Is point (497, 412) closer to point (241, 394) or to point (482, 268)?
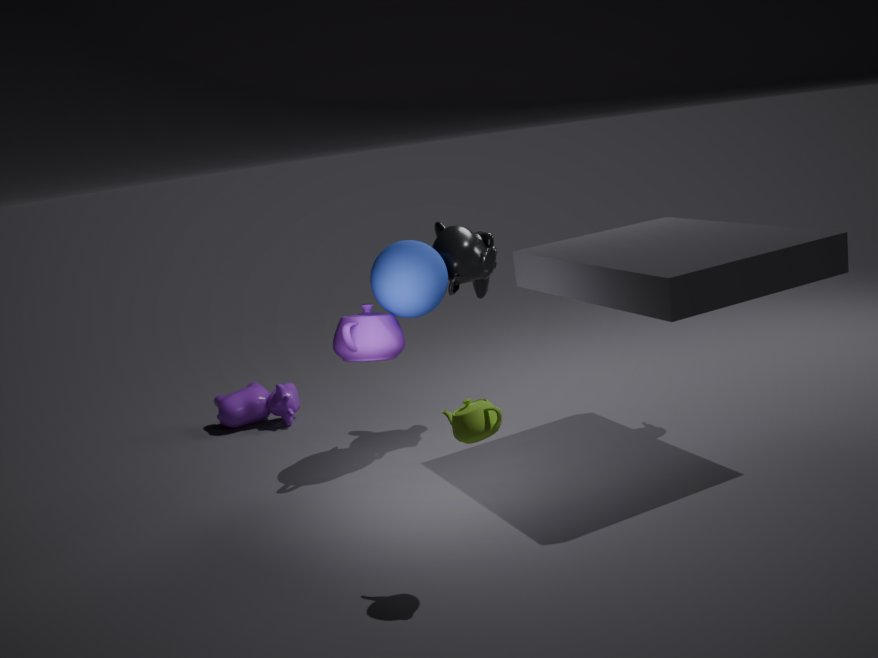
point (482, 268)
